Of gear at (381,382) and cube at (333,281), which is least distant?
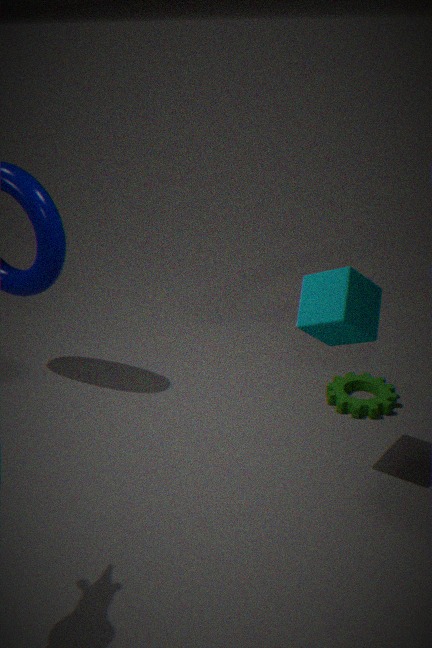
cube at (333,281)
